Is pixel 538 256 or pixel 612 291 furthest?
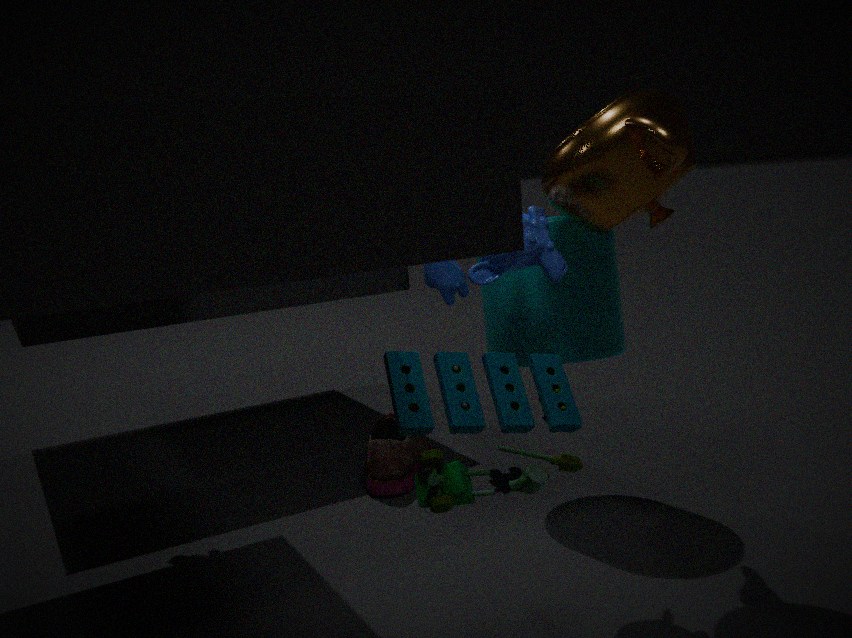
pixel 612 291
